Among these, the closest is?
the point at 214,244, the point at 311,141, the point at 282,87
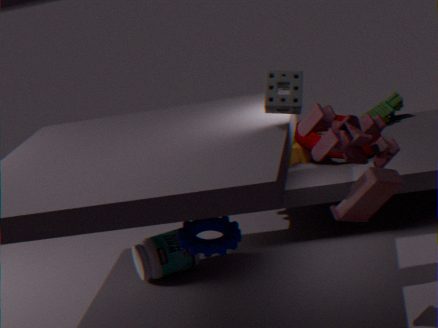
the point at 214,244
